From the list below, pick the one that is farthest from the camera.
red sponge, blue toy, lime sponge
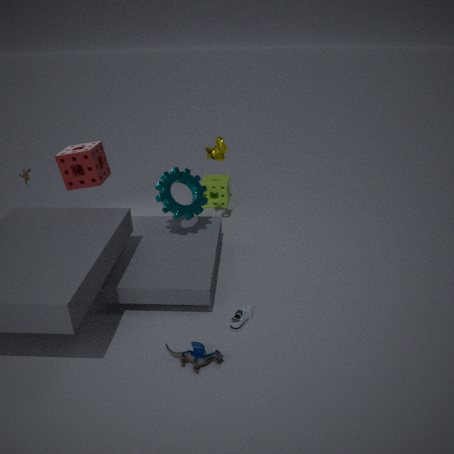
lime sponge
